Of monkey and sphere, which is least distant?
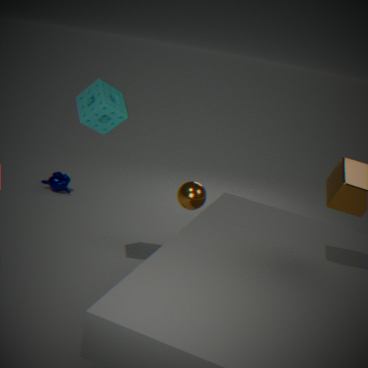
sphere
